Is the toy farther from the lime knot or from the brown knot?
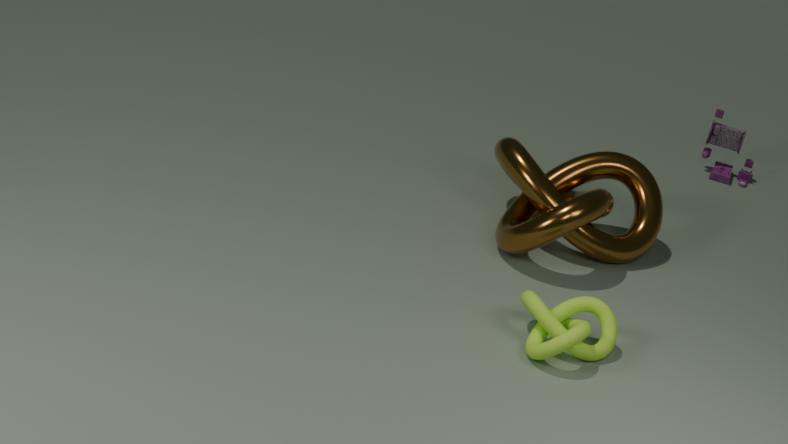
the lime knot
